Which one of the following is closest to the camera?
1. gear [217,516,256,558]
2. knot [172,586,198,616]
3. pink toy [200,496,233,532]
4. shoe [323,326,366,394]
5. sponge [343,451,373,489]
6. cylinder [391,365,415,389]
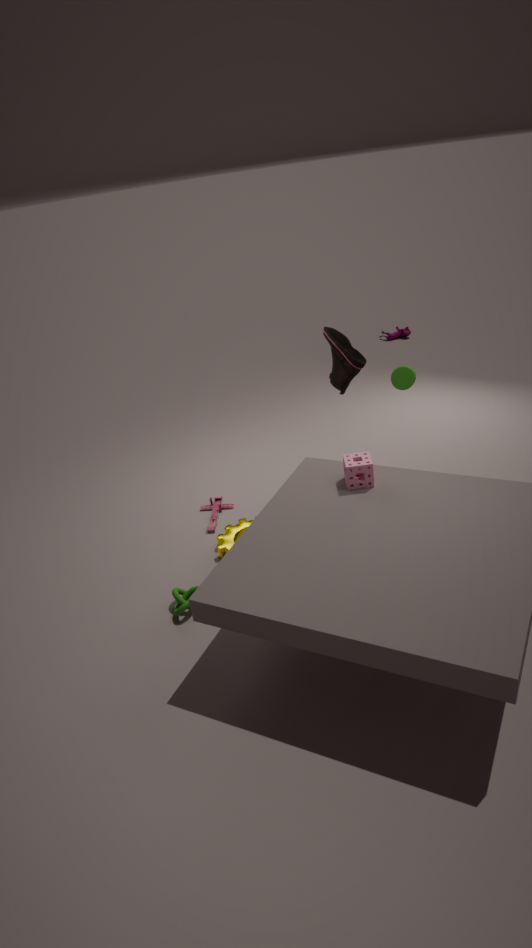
knot [172,586,198,616]
